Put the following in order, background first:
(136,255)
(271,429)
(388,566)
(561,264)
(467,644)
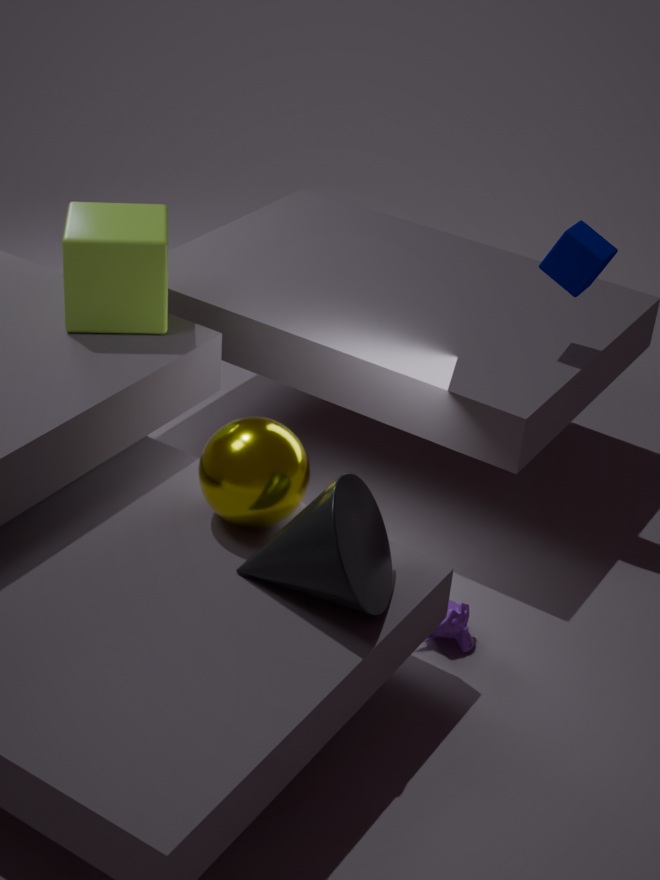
(561,264) < (136,255) < (467,644) < (271,429) < (388,566)
